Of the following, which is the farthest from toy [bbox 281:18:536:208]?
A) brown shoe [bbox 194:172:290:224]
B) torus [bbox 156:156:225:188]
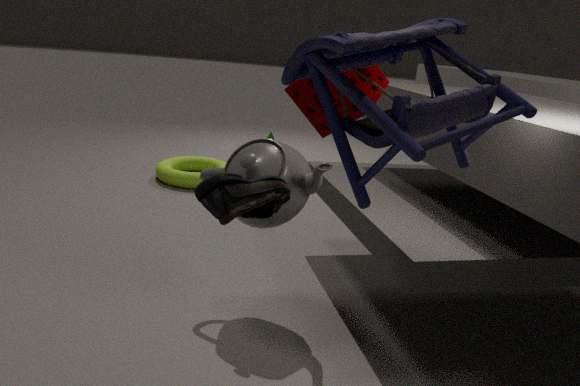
torus [bbox 156:156:225:188]
